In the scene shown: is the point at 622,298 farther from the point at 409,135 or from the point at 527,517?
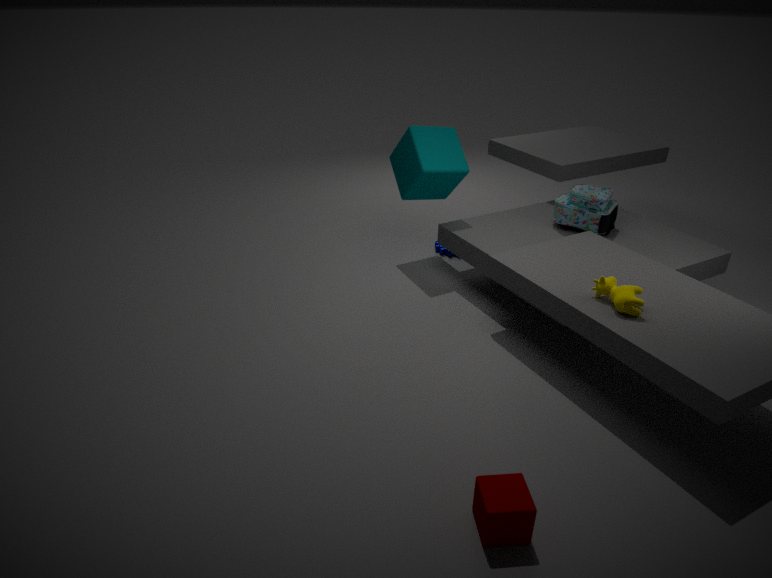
the point at 409,135
